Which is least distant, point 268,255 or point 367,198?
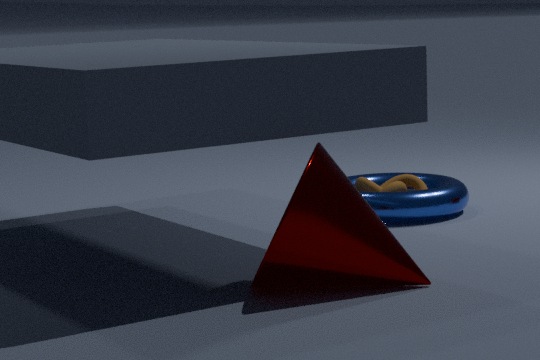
point 268,255
